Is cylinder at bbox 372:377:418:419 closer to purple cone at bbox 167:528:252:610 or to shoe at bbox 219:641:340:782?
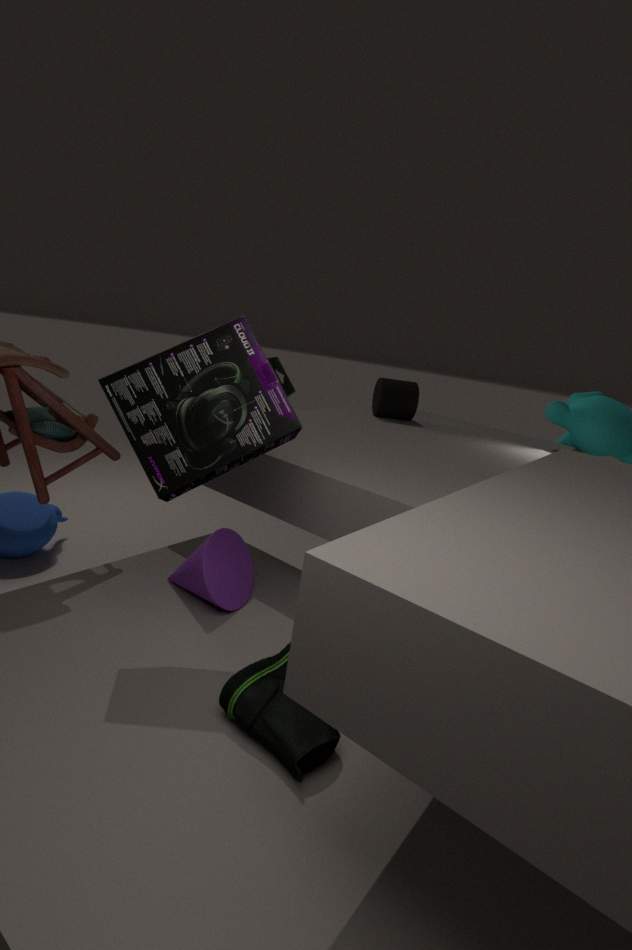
purple cone at bbox 167:528:252:610
